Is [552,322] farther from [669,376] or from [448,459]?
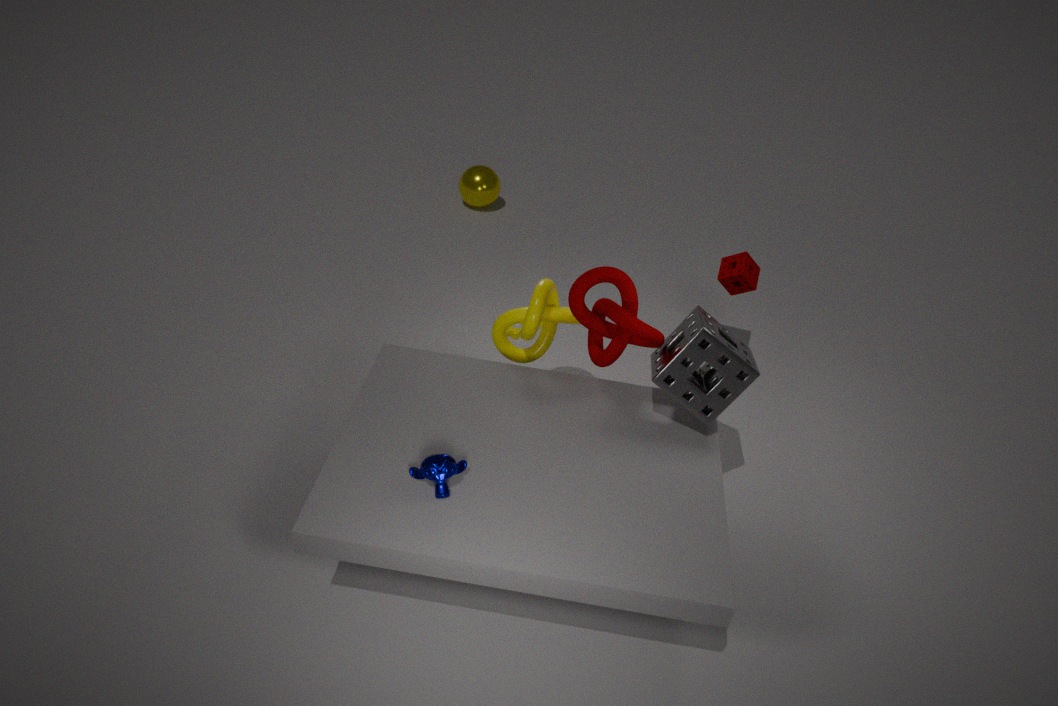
[448,459]
